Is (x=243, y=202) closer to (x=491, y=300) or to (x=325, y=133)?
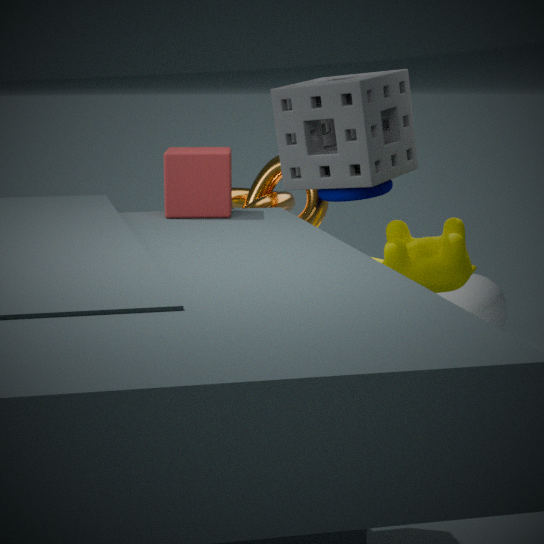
(x=325, y=133)
